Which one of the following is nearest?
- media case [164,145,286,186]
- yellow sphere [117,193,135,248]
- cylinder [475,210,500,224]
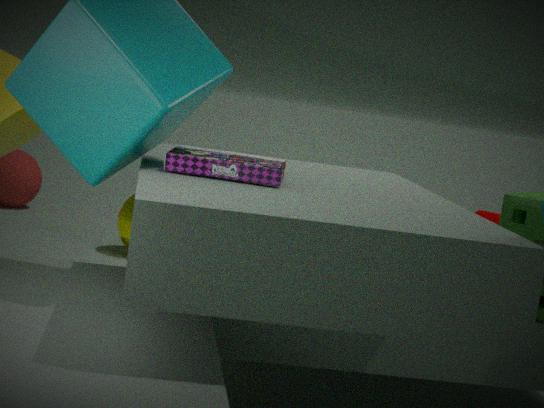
media case [164,145,286,186]
